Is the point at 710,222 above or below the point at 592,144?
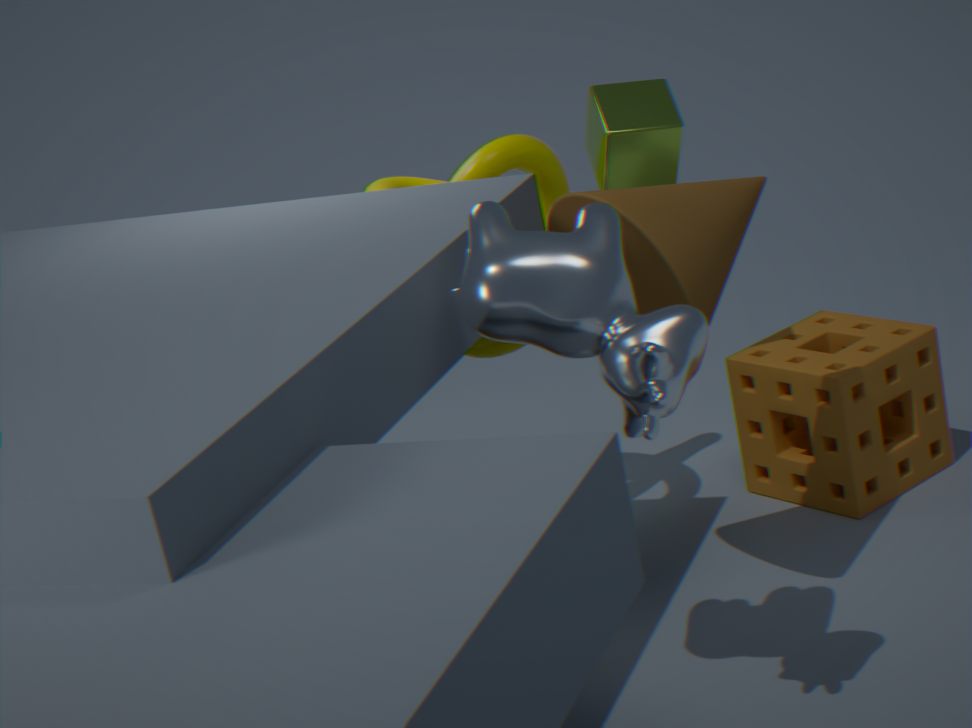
below
